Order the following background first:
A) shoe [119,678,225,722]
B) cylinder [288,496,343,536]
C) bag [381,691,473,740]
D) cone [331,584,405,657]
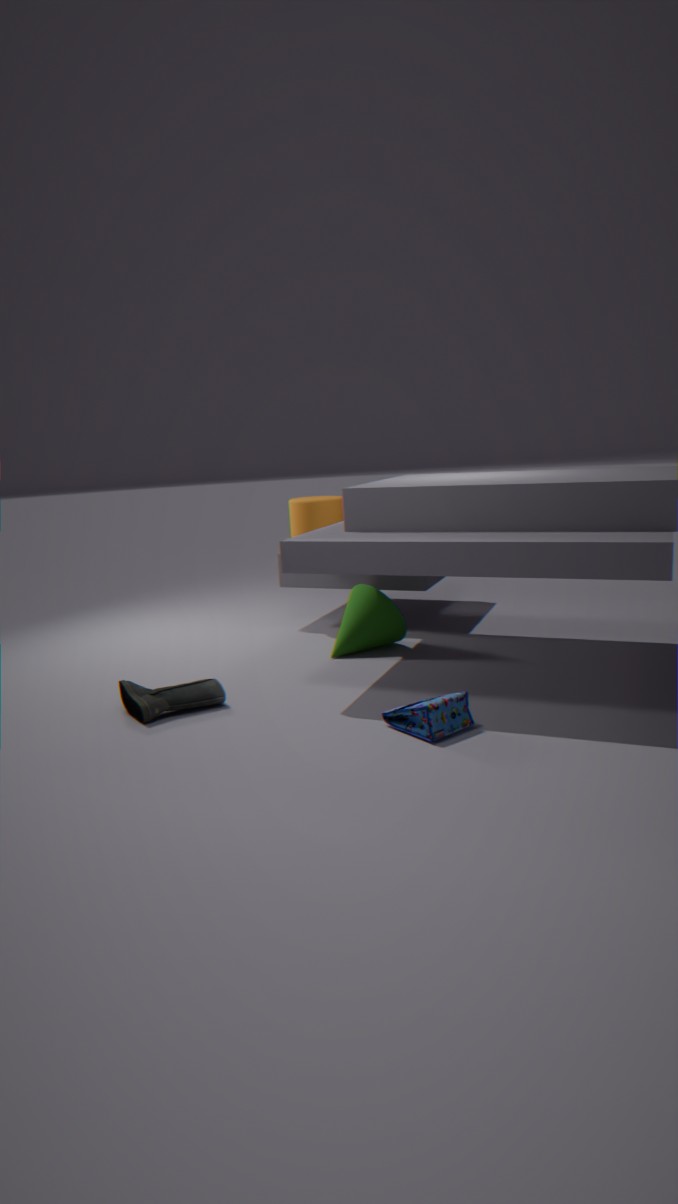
cylinder [288,496,343,536] → cone [331,584,405,657] → shoe [119,678,225,722] → bag [381,691,473,740]
